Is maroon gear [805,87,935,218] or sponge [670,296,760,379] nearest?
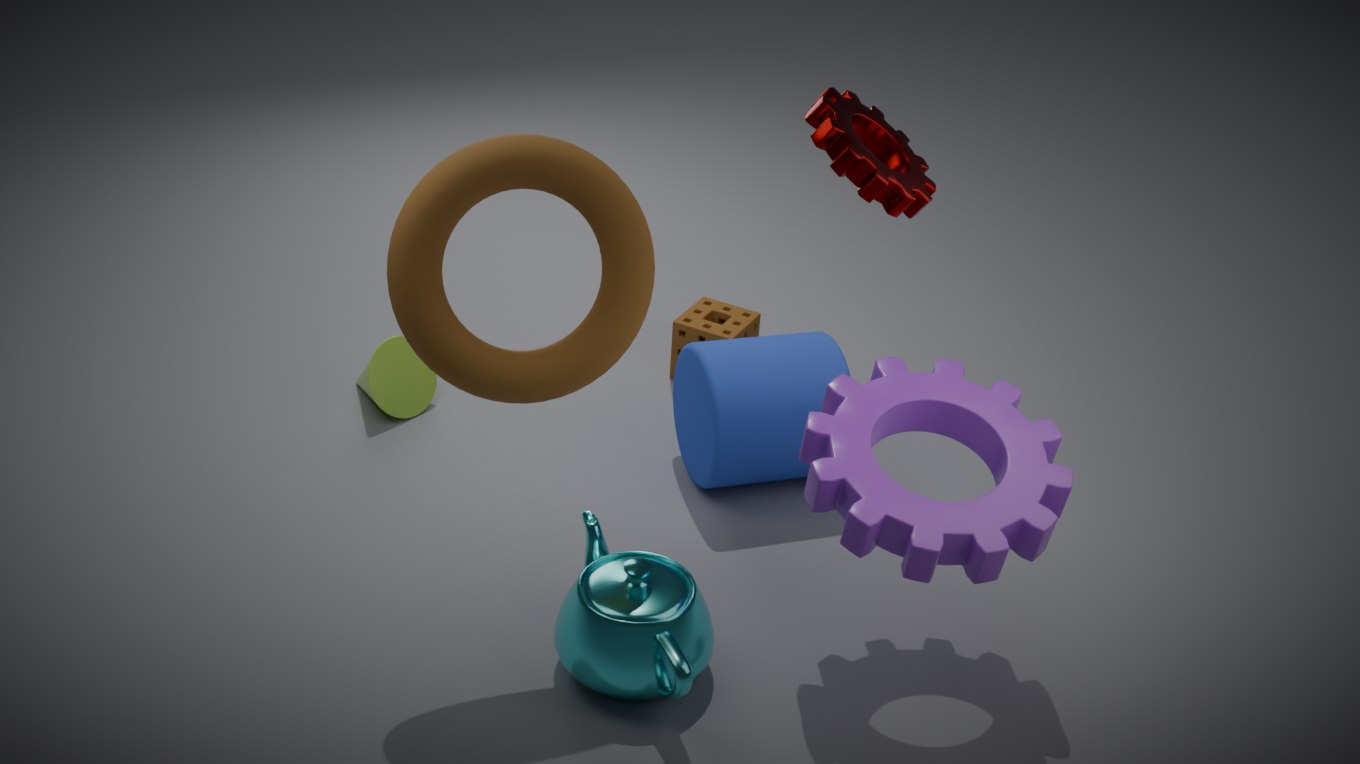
maroon gear [805,87,935,218]
